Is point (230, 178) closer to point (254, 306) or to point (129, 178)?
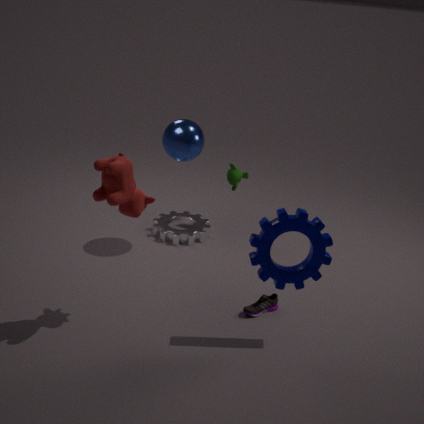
point (254, 306)
